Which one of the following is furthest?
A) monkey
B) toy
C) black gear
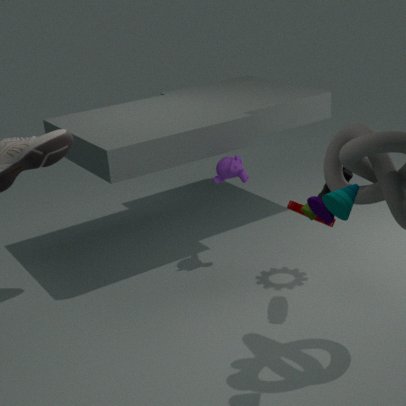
monkey
